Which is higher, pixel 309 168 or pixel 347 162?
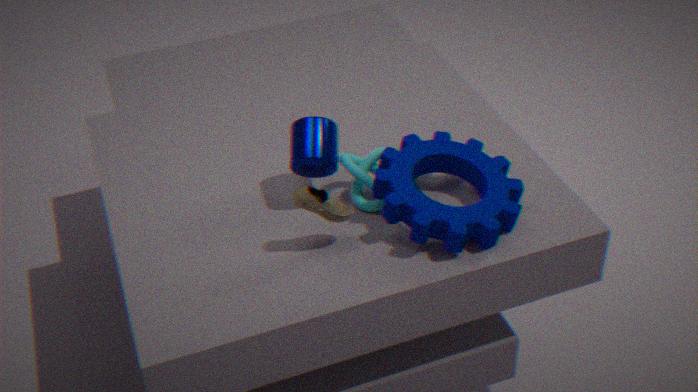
pixel 309 168
